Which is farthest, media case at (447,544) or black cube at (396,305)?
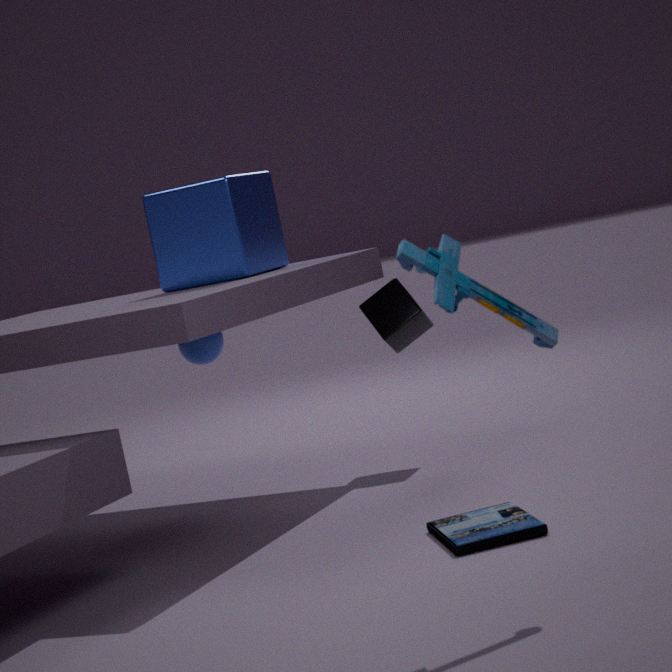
black cube at (396,305)
